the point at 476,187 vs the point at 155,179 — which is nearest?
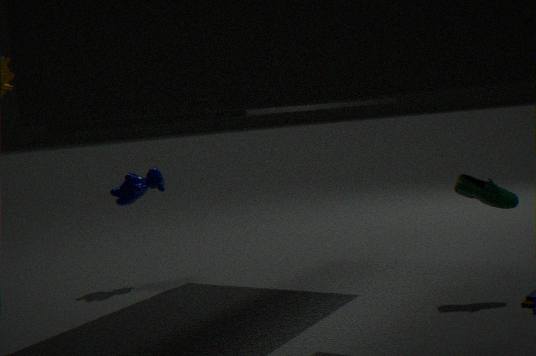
the point at 476,187
